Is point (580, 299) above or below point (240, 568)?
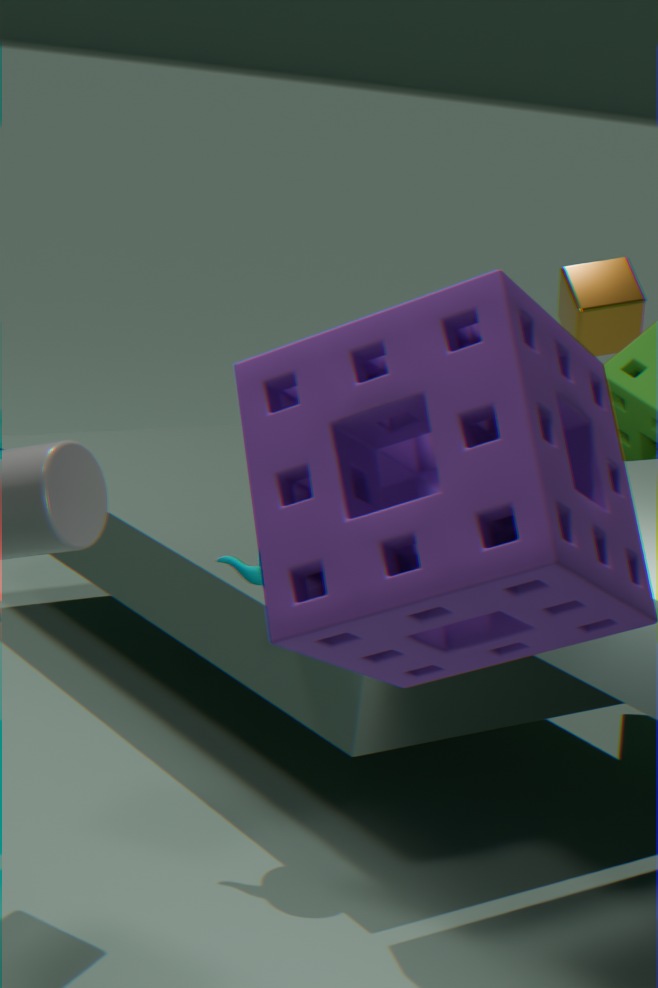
above
